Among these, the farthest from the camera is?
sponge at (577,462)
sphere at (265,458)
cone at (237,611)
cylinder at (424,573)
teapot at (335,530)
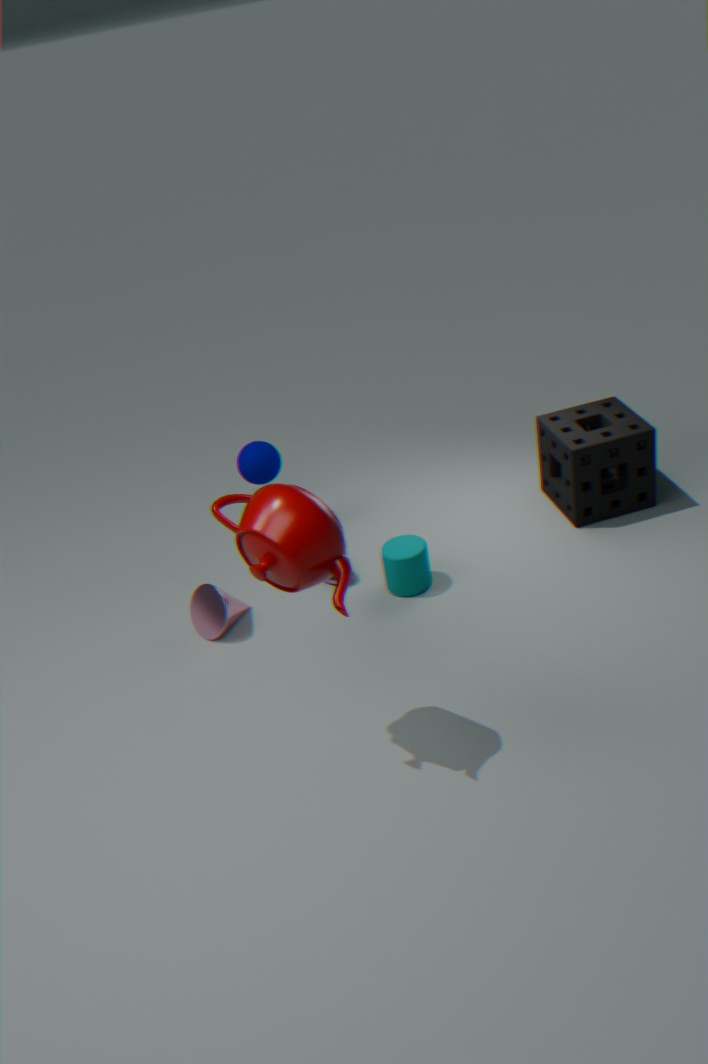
sphere at (265,458)
